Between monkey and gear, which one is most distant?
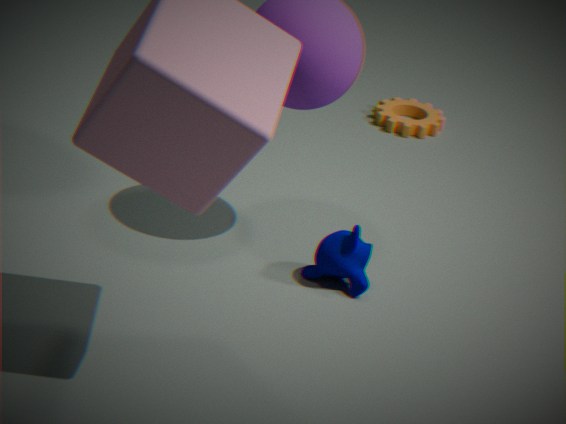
gear
